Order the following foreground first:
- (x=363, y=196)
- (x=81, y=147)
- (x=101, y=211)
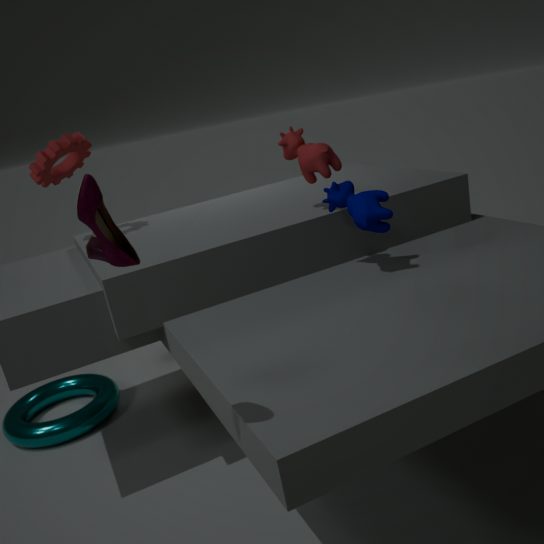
1. (x=101, y=211)
2. (x=363, y=196)
3. (x=81, y=147)
